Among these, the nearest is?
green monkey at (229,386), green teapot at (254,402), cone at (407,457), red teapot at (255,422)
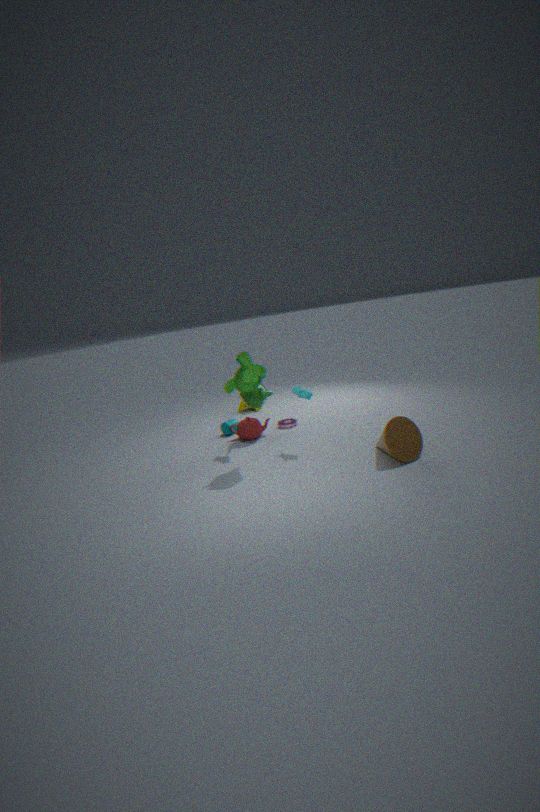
cone at (407,457)
